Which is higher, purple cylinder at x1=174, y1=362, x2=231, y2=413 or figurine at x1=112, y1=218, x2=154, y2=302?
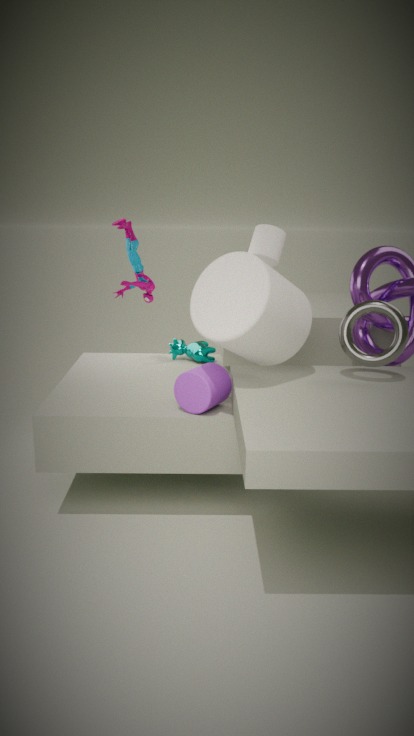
figurine at x1=112, y1=218, x2=154, y2=302
